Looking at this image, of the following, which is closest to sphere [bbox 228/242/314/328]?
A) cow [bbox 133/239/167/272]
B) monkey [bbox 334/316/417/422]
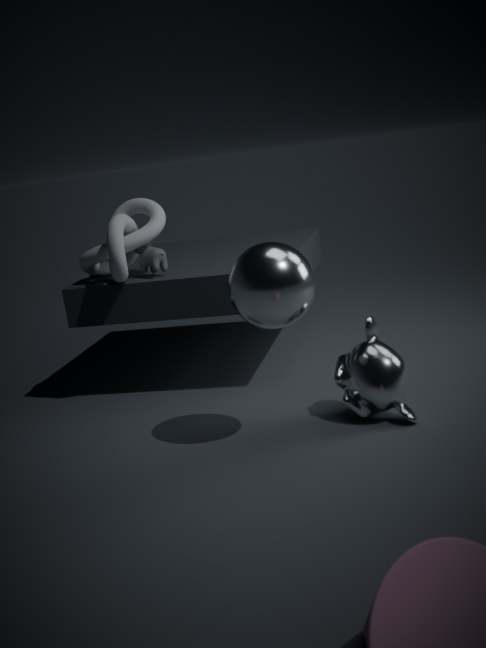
monkey [bbox 334/316/417/422]
